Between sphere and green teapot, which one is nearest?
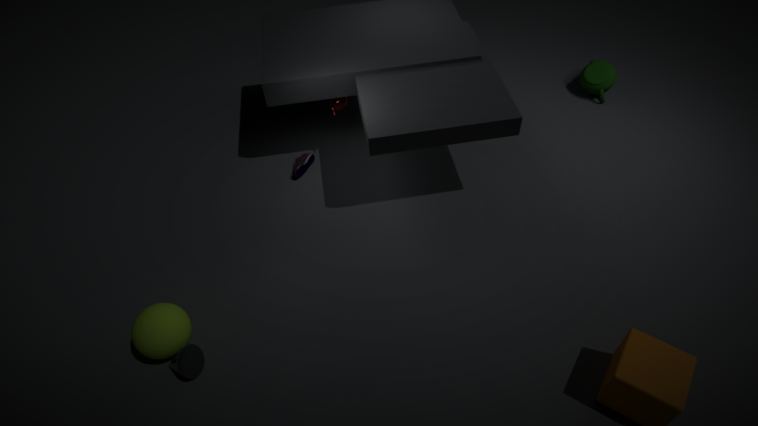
sphere
